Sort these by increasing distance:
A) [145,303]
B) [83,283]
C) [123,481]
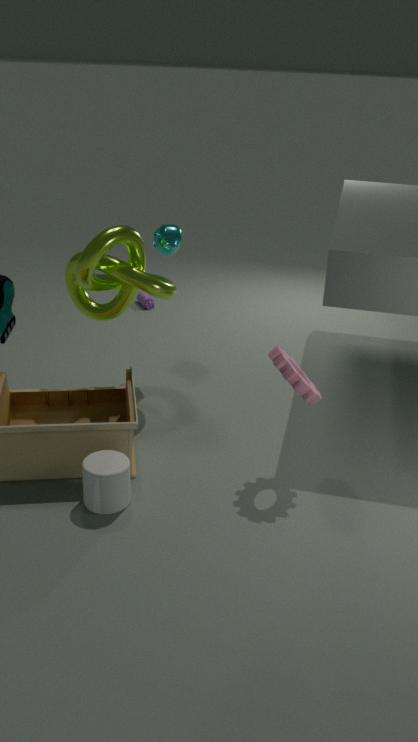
[123,481]
[83,283]
[145,303]
